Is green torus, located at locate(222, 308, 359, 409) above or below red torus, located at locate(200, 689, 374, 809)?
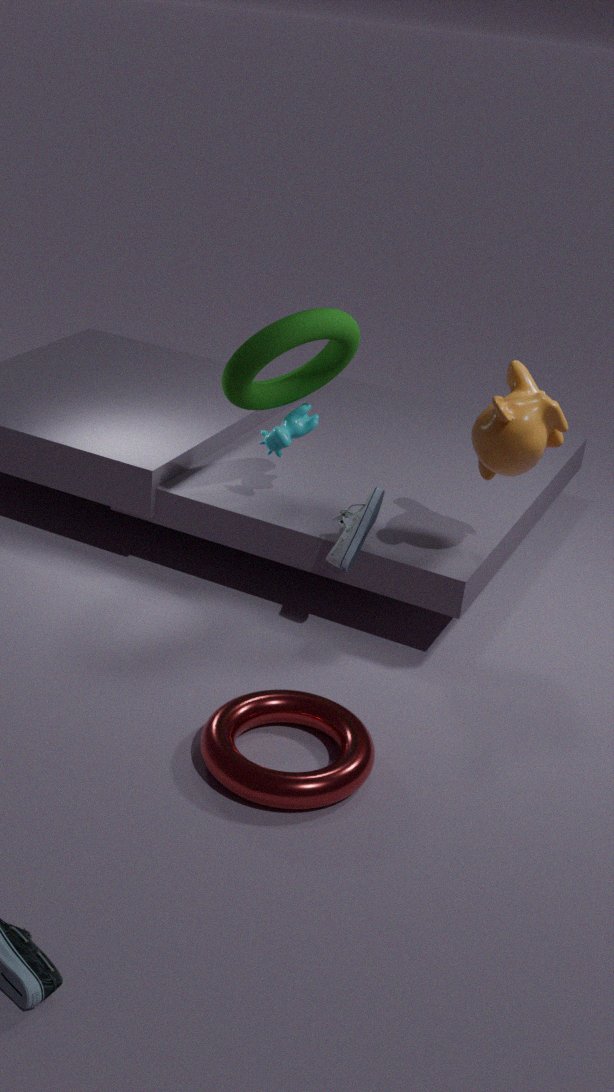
above
